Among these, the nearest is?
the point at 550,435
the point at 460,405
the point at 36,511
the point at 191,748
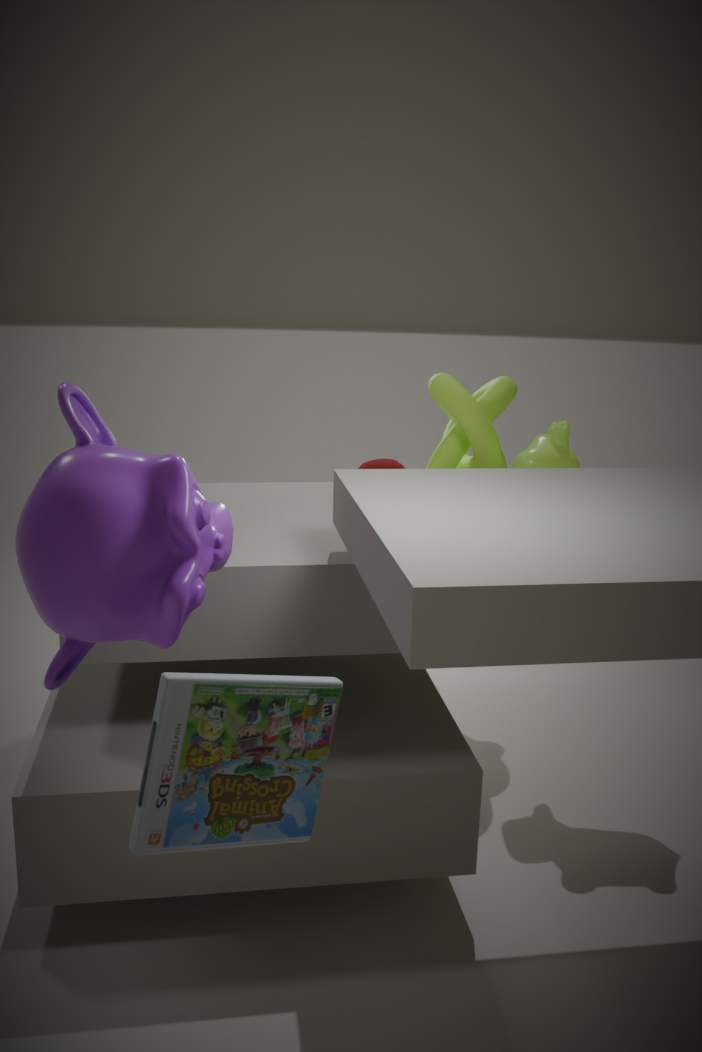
the point at 191,748
